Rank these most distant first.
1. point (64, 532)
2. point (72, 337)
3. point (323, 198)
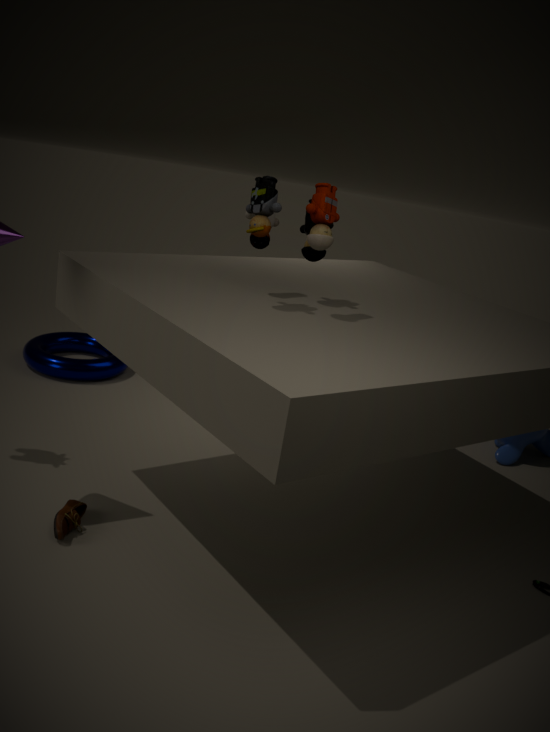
point (72, 337) → point (64, 532) → point (323, 198)
